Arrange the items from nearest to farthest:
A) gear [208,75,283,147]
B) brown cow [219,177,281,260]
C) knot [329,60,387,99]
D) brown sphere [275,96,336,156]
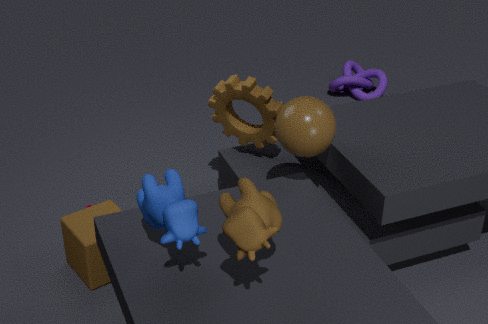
1. brown cow [219,177,281,260]
2. brown sphere [275,96,336,156]
3. gear [208,75,283,147]
4. knot [329,60,387,99]
